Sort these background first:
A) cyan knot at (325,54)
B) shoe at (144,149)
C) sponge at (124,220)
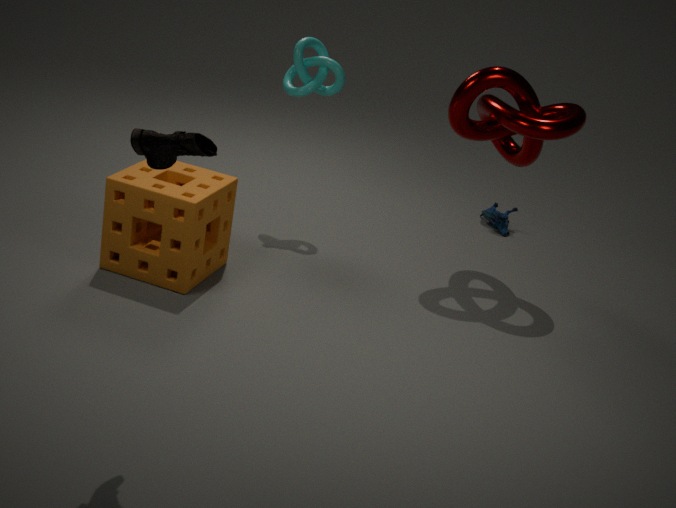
cyan knot at (325,54) < sponge at (124,220) < shoe at (144,149)
